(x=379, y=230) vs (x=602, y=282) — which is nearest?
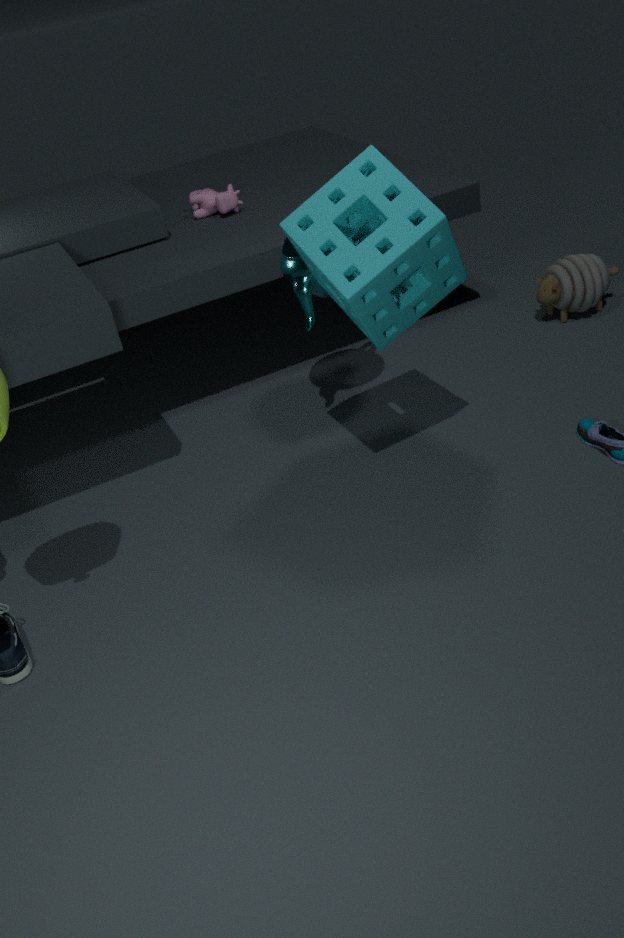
(x=379, y=230)
